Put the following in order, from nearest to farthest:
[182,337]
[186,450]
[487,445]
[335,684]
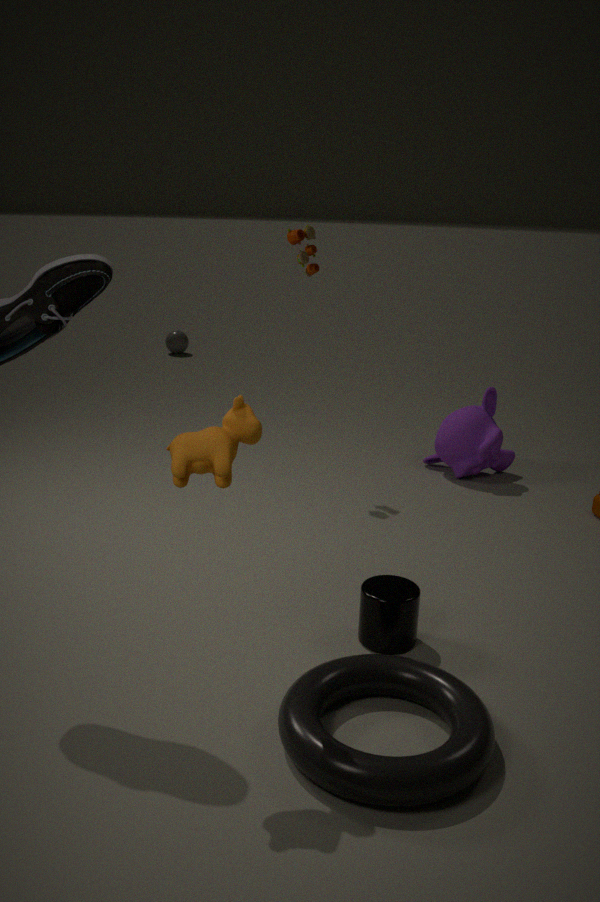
[186,450], [335,684], [487,445], [182,337]
